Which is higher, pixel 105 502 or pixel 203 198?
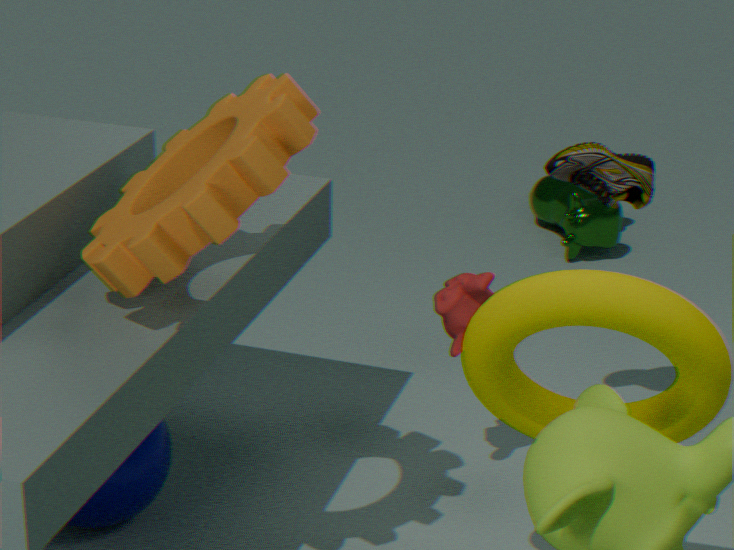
pixel 203 198
